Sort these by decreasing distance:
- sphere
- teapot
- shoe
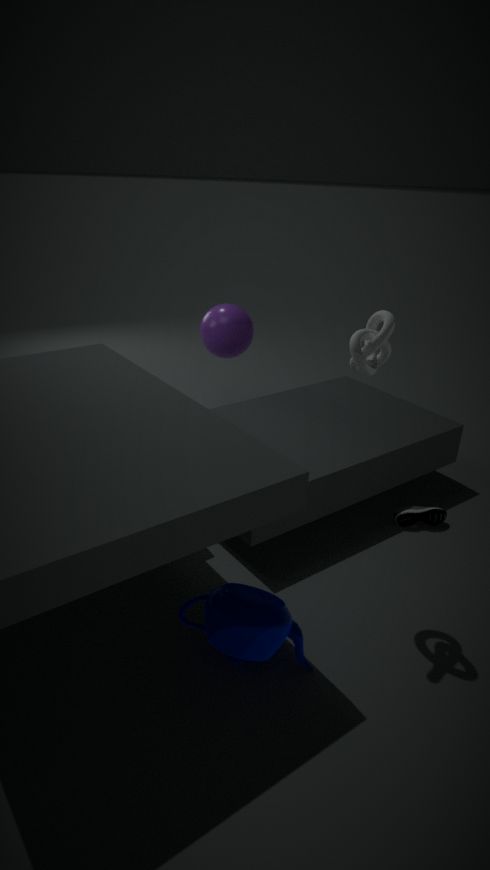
sphere < shoe < teapot
